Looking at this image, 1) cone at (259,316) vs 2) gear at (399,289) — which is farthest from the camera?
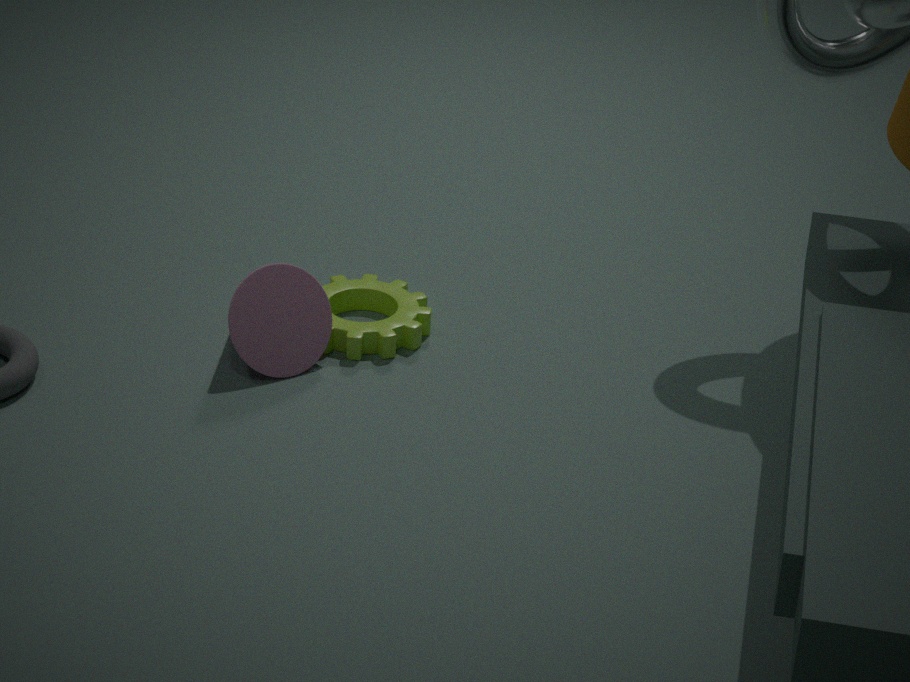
2. gear at (399,289)
